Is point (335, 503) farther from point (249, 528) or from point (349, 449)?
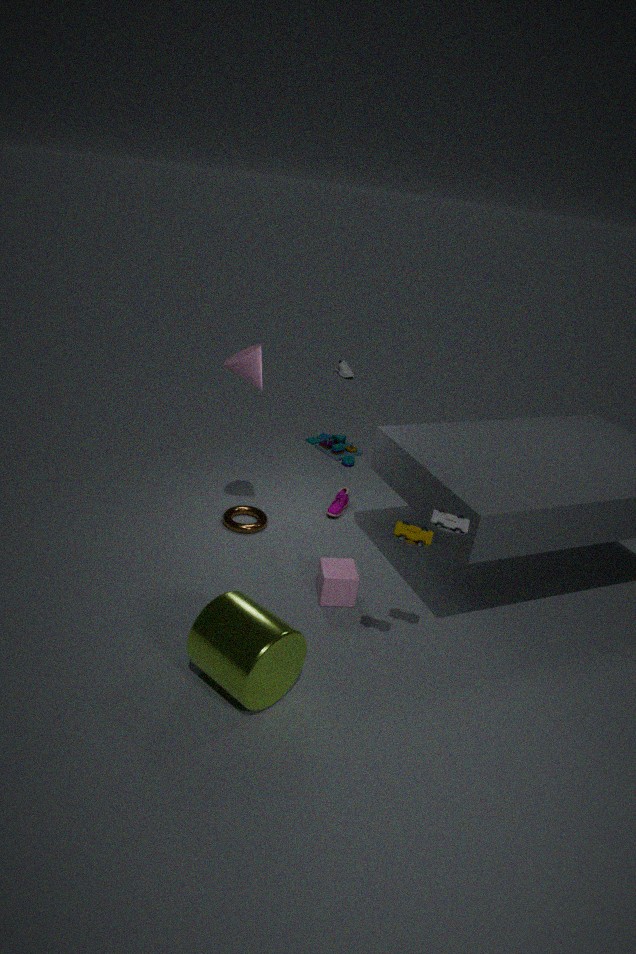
point (349, 449)
